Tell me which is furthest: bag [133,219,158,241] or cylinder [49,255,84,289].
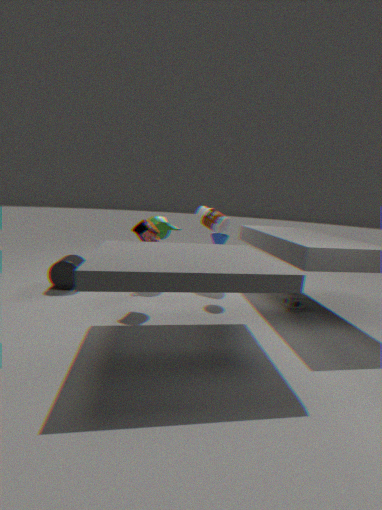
cylinder [49,255,84,289]
